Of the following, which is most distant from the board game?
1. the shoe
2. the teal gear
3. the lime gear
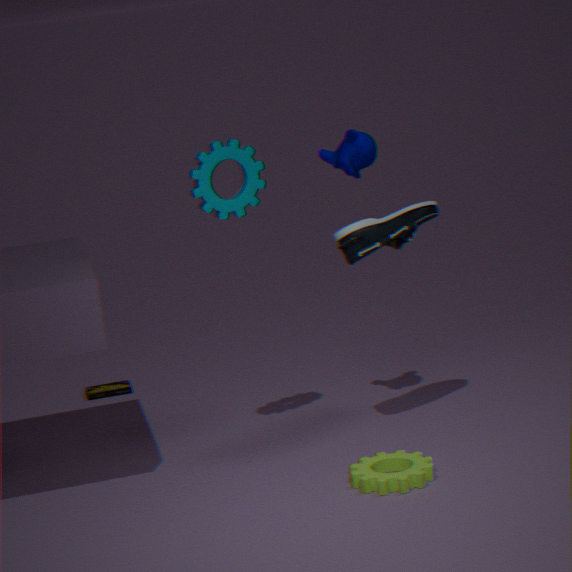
the lime gear
